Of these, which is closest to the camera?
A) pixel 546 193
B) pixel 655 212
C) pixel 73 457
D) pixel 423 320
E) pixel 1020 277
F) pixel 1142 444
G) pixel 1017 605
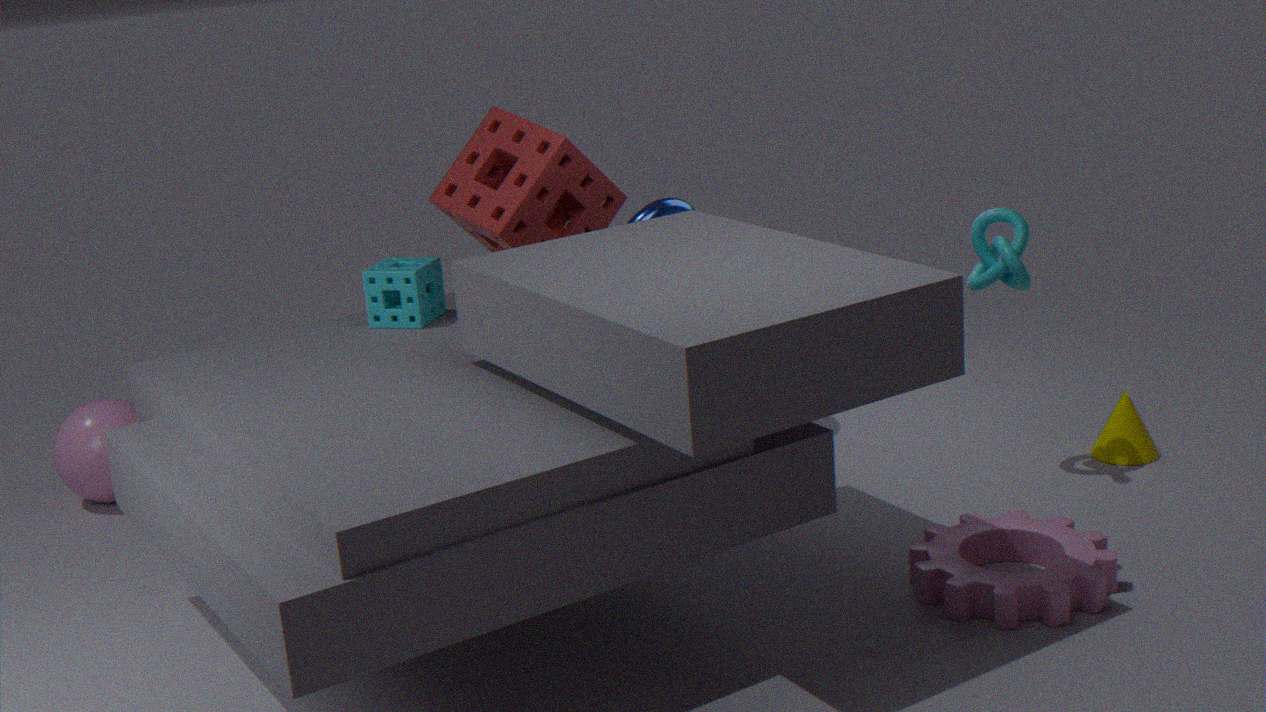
pixel 1017 605
